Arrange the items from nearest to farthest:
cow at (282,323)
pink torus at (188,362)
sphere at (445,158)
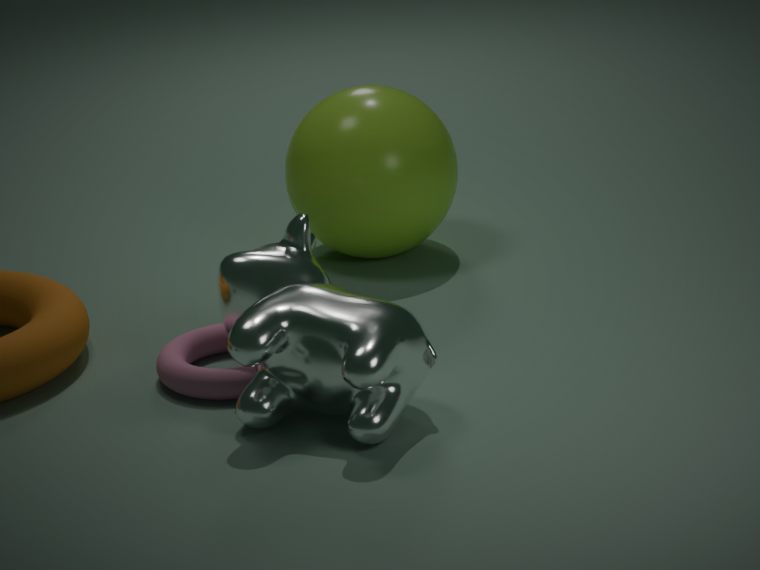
cow at (282,323), pink torus at (188,362), sphere at (445,158)
